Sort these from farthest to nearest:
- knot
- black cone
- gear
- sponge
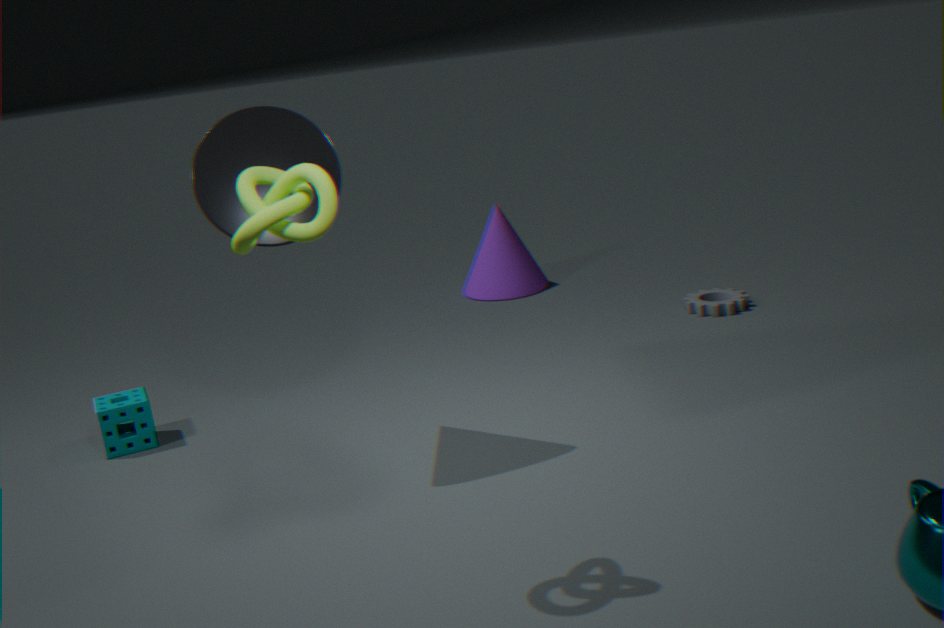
gear, sponge, black cone, knot
